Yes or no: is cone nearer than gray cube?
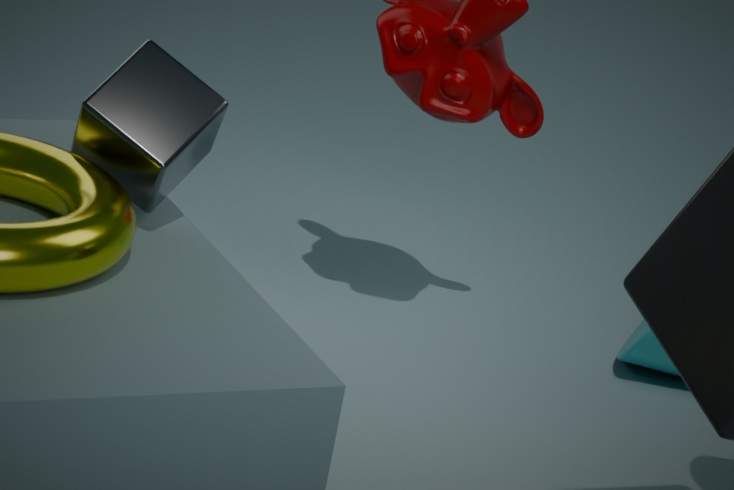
No
